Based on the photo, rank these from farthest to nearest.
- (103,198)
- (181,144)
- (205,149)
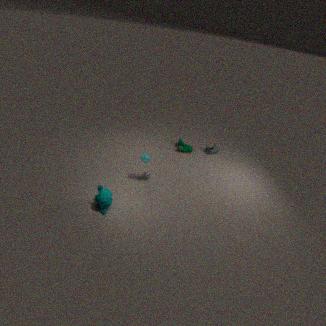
(205,149) < (181,144) < (103,198)
